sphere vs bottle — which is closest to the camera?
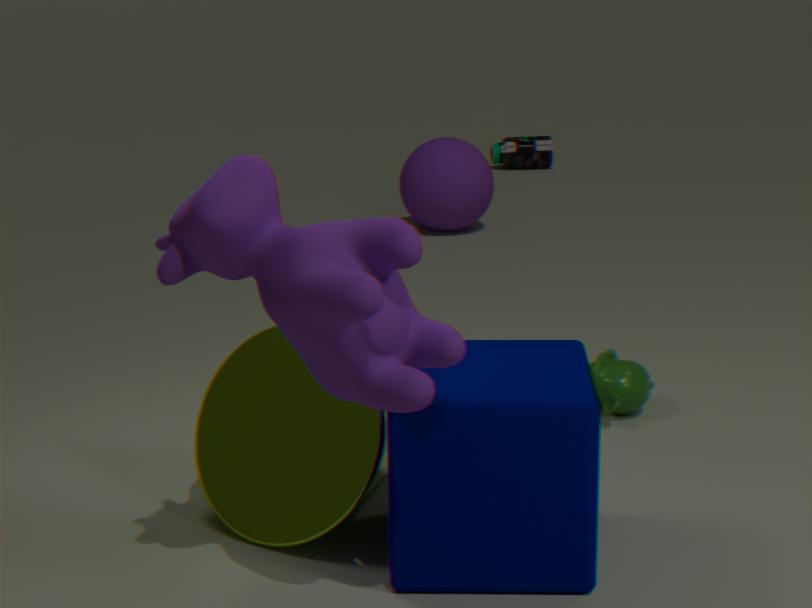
sphere
